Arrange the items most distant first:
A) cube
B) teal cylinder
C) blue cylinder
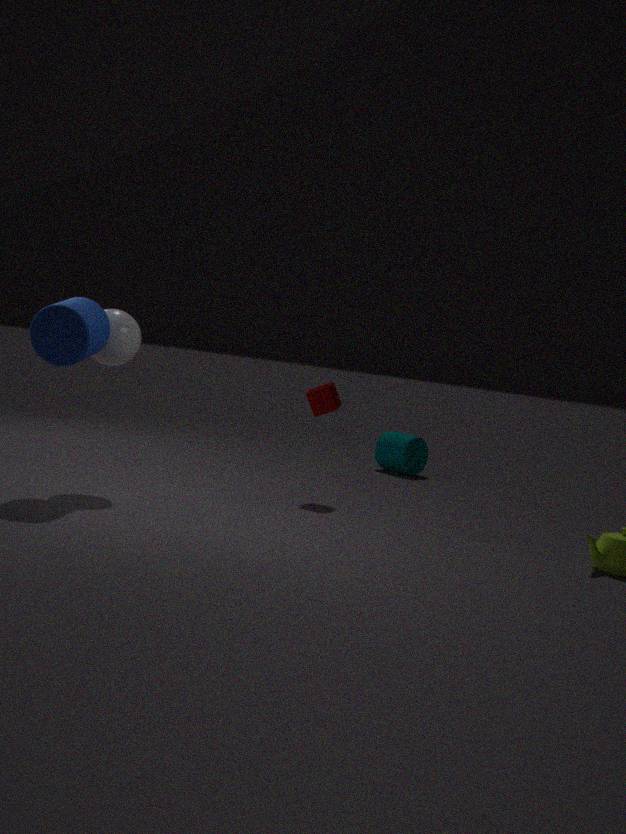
teal cylinder
cube
blue cylinder
